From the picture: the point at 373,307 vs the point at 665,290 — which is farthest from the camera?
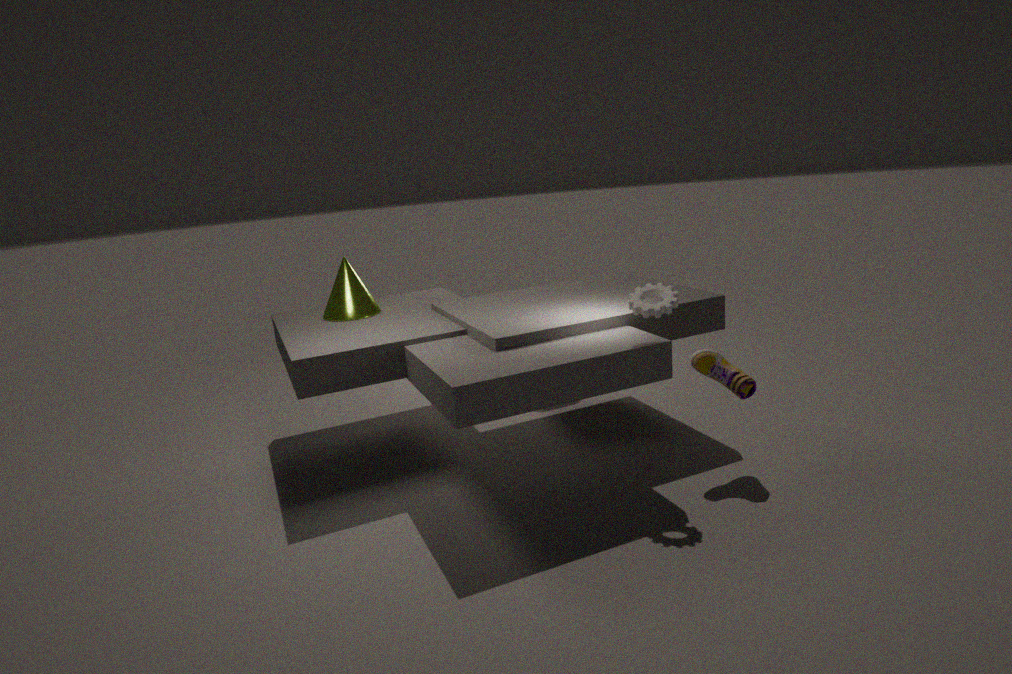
the point at 373,307
